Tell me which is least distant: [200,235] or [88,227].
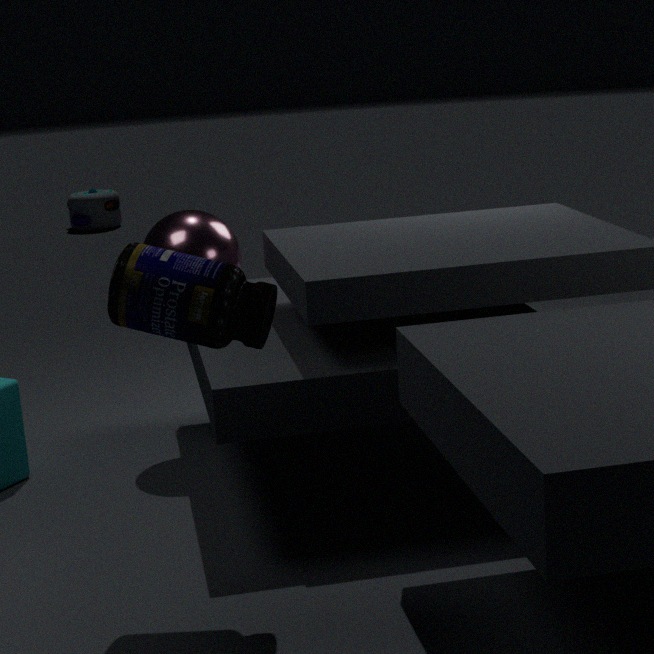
[200,235]
